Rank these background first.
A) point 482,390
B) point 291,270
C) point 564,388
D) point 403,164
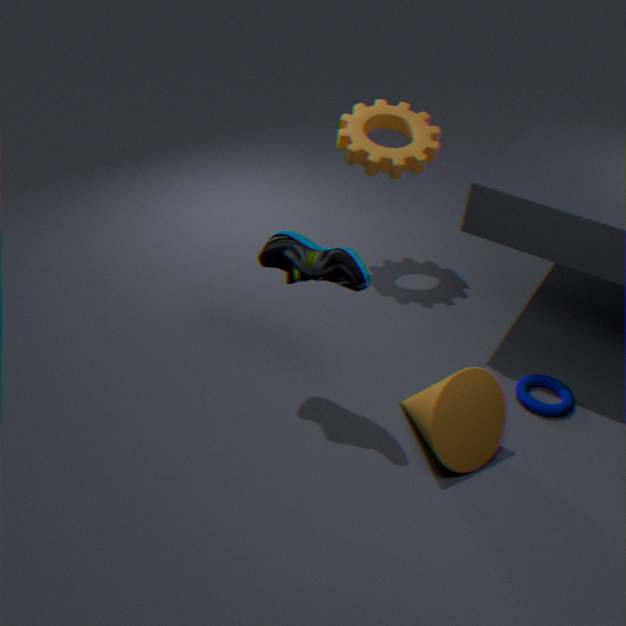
point 403,164 < point 564,388 < point 482,390 < point 291,270
